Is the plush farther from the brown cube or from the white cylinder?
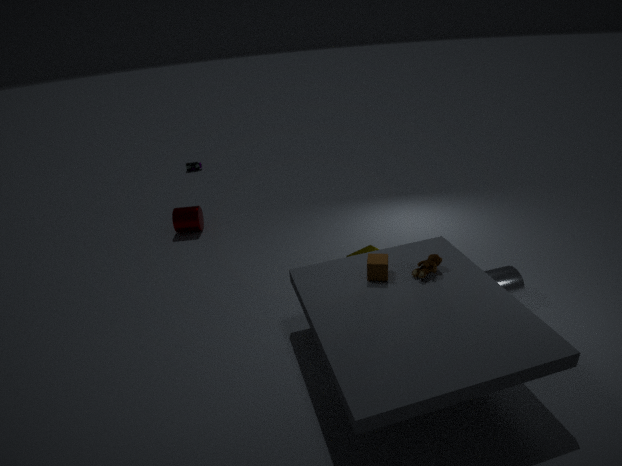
the white cylinder
